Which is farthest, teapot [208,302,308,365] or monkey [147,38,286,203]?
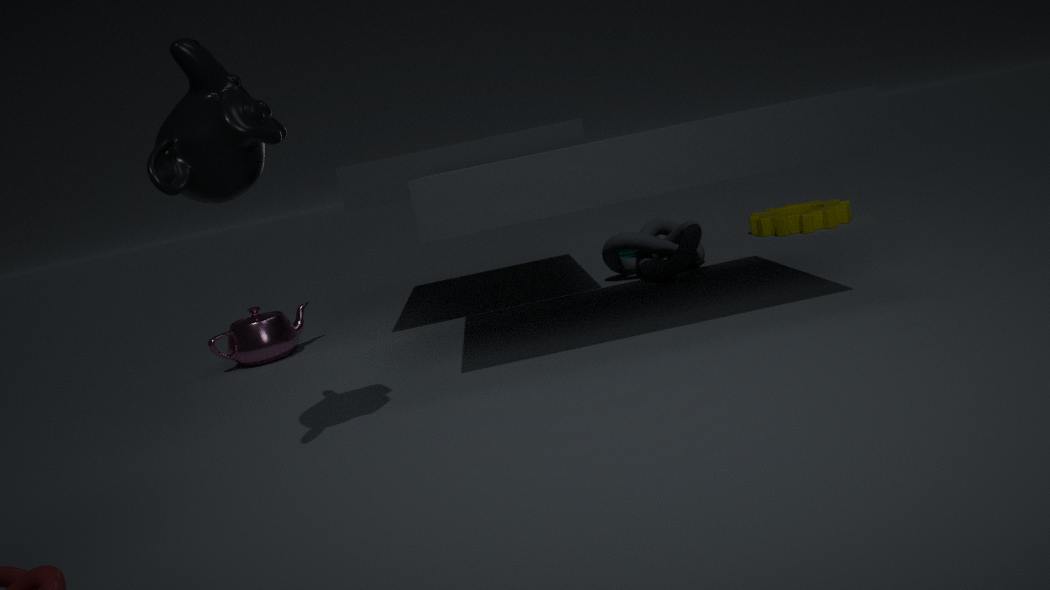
teapot [208,302,308,365]
